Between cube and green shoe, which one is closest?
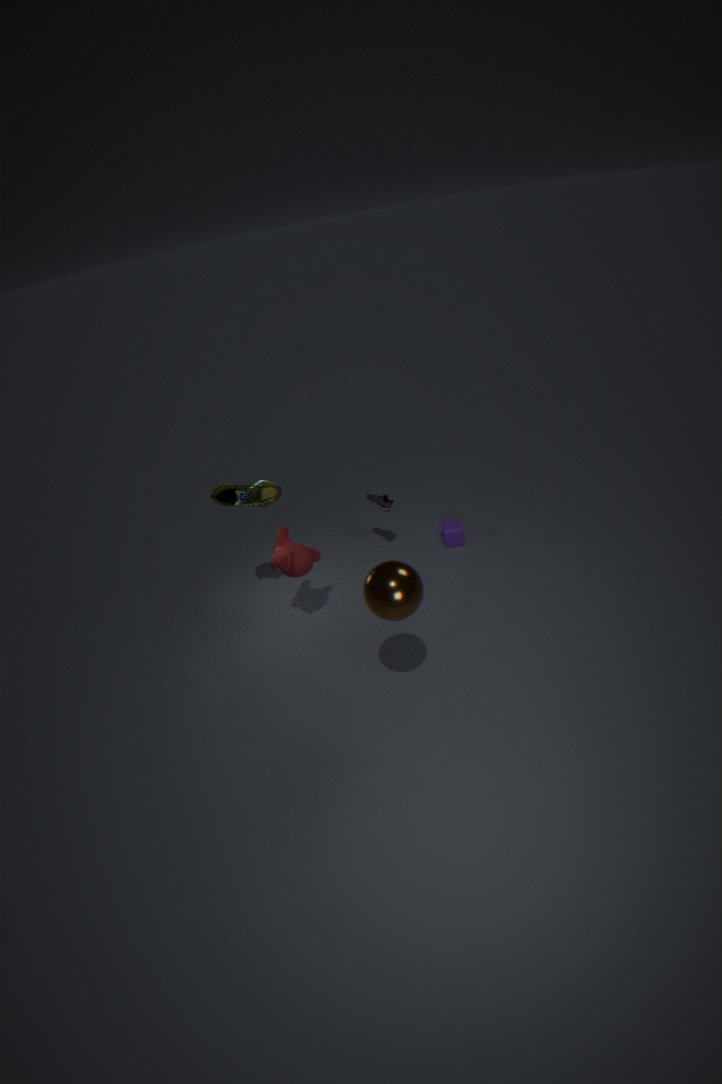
green shoe
